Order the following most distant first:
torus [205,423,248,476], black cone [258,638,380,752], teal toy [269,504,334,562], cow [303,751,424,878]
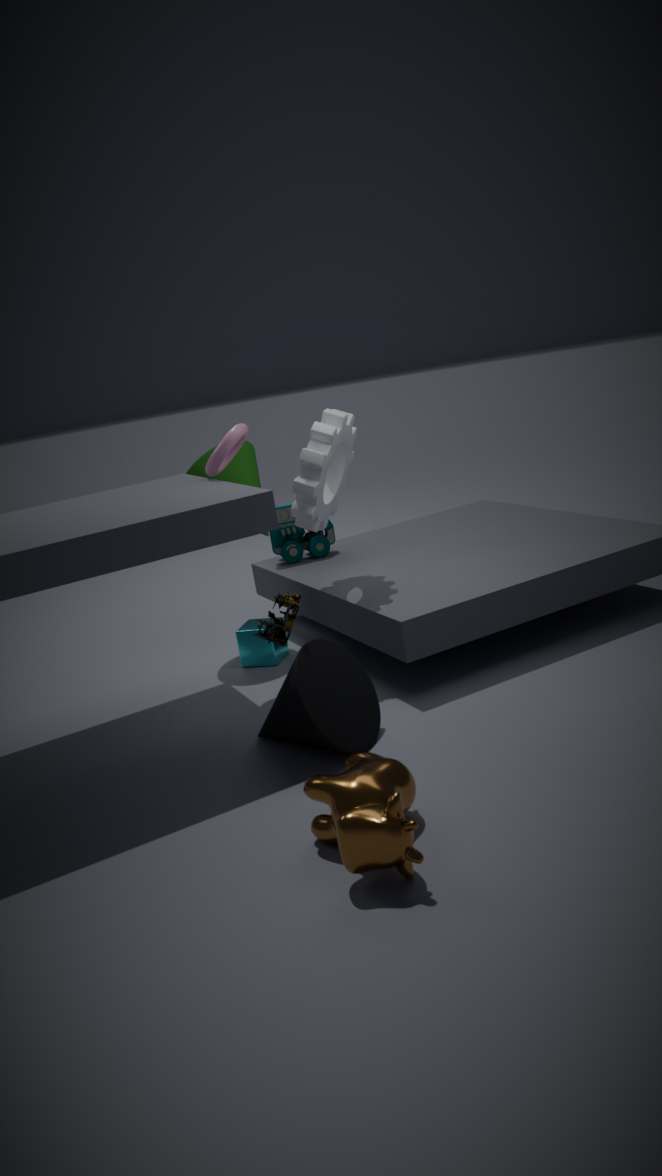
teal toy [269,504,334,562] → torus [205,423,248,476] → black cone [258,638,380,752] → cow [303,751,424,878]
